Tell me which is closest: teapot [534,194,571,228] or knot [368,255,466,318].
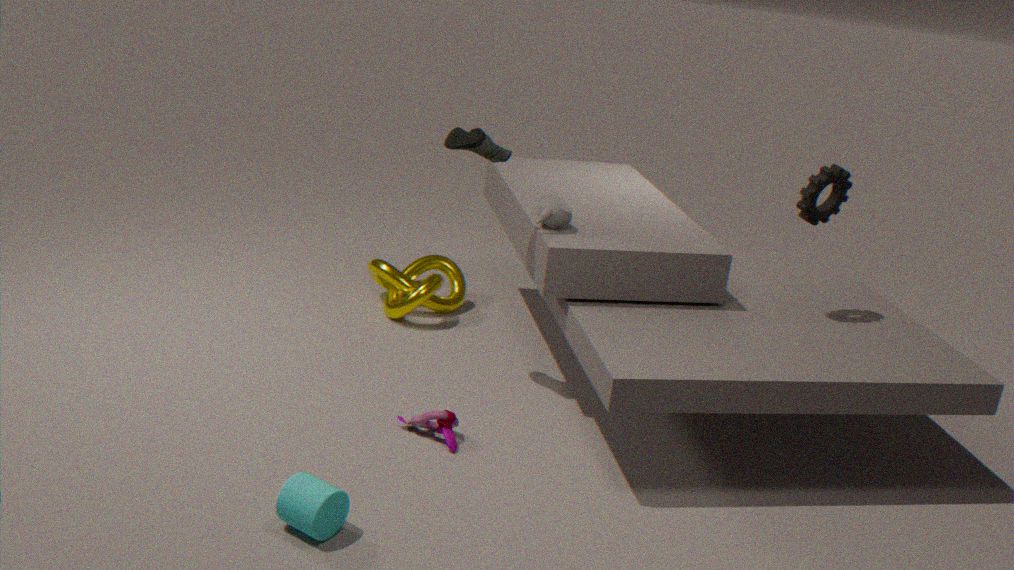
teapot [534,194,571,228]
